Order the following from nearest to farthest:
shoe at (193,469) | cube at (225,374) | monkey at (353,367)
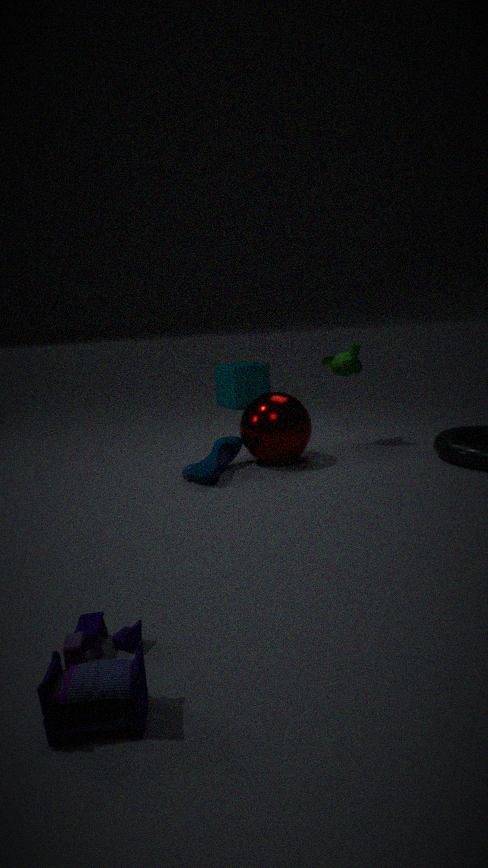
shoe at (193,469)
monkey at (353,367)
cube at (225,374)
